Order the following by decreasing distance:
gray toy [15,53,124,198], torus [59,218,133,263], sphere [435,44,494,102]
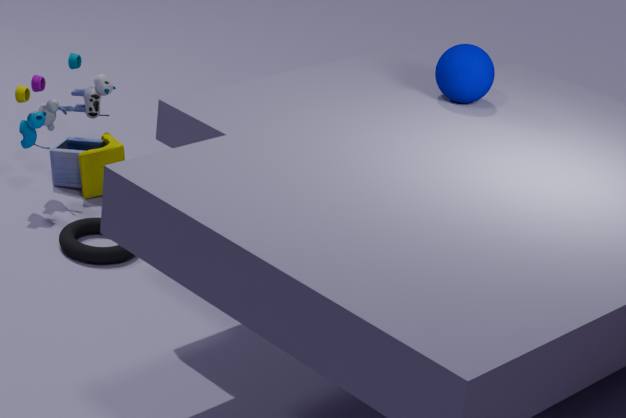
gray toy [15,53,124,198] → torus [59,218,133,263] → sphere [435,44,494,102]
